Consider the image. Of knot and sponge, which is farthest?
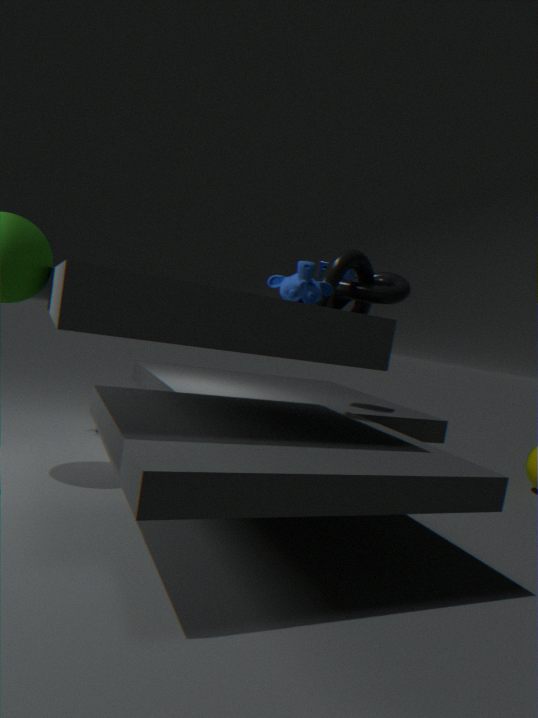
sponge
